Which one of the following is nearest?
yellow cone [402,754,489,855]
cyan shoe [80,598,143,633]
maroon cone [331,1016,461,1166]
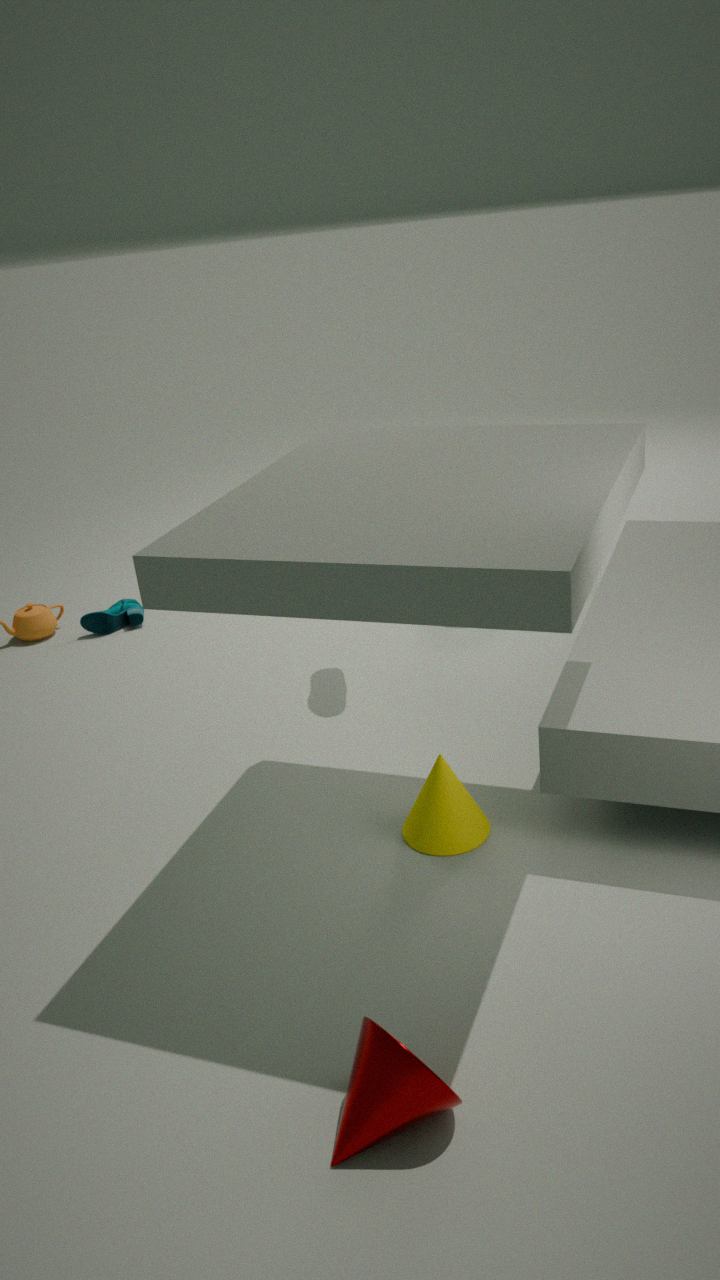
maroon cone [331,1016,461,1166]
